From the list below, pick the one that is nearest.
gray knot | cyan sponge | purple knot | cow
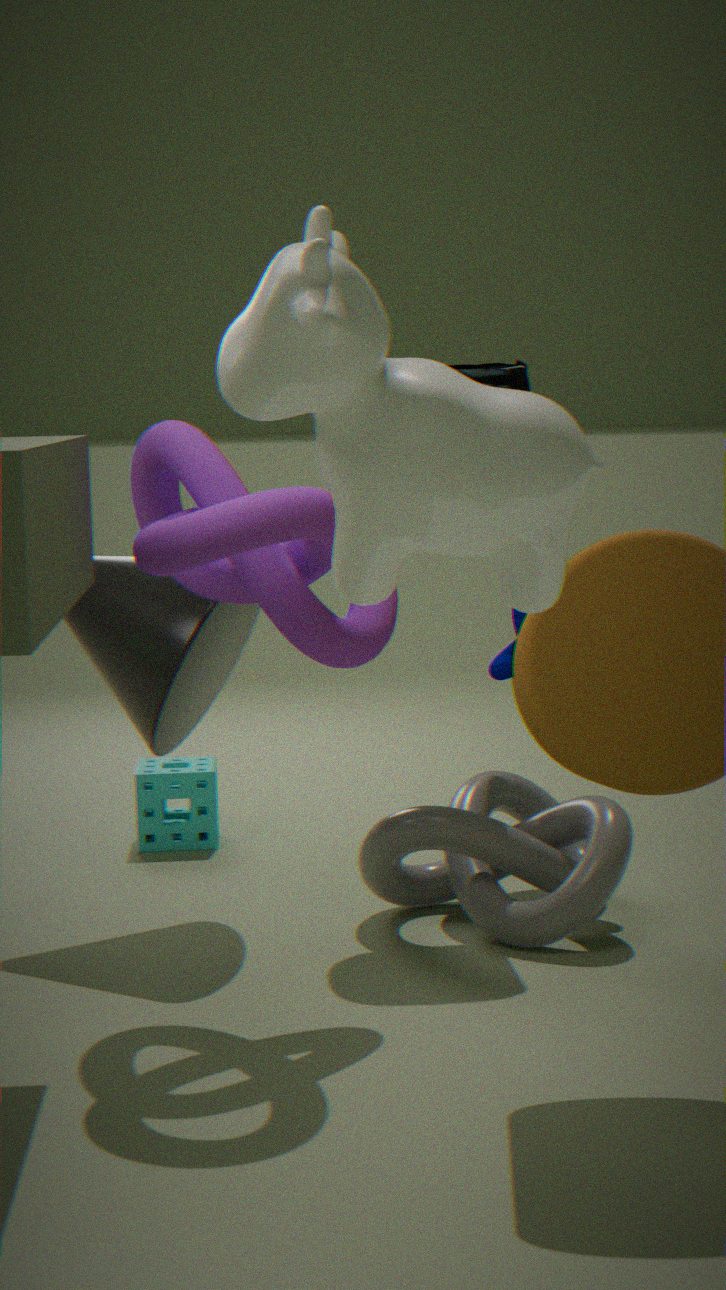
cow
